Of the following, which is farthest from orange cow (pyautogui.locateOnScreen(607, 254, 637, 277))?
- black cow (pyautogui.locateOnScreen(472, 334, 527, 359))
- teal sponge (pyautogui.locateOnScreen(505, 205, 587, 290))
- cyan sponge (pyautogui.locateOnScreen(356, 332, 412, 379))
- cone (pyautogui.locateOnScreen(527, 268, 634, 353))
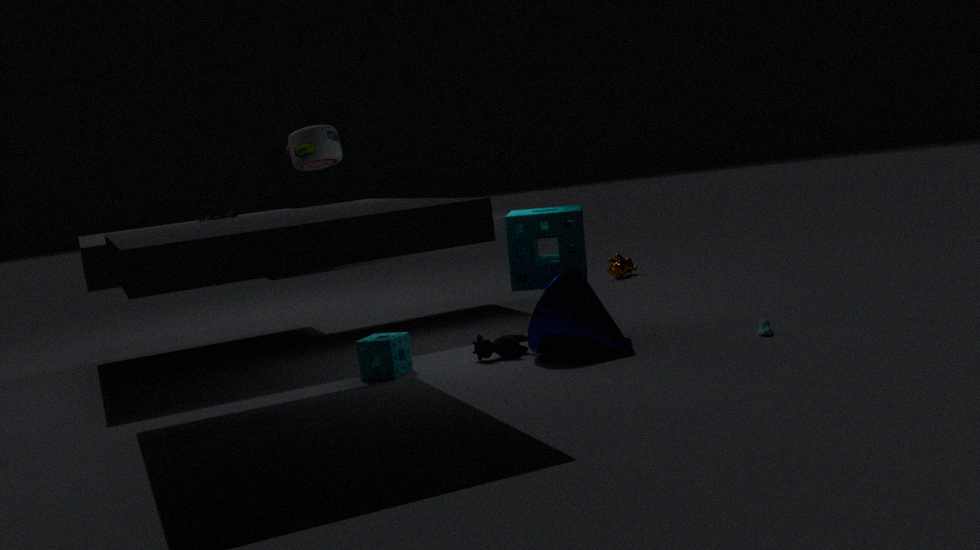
cyan sponge (pyautogui.locateOnScreen(356, 332, 412, 379))
